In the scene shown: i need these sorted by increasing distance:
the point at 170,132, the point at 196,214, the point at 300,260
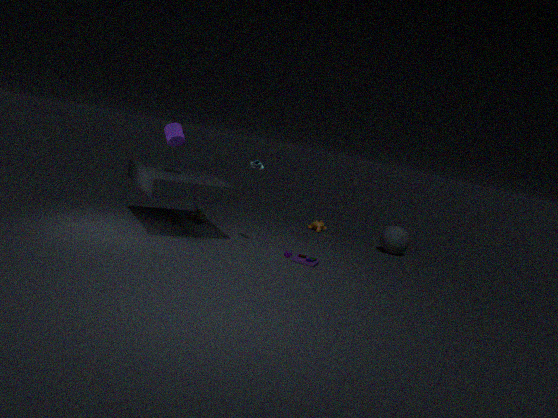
1. the point at 300,260
2. the point at 170,132
3. the point at 196,214
